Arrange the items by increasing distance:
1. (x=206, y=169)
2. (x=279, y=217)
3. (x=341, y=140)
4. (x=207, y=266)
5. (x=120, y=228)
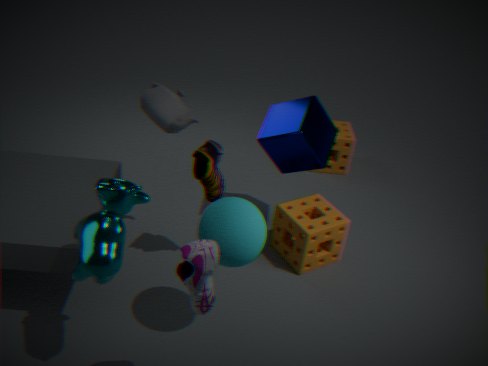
(x=207, y=266) → (x=120, y=228) → (x=206, y=169) → (x=279, y=217) → (x=341, y=140)
